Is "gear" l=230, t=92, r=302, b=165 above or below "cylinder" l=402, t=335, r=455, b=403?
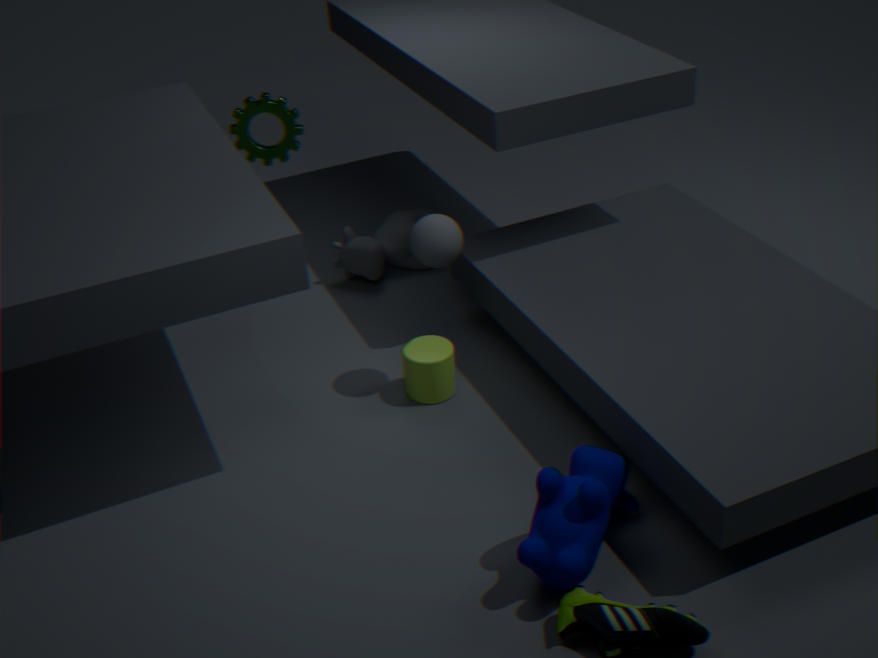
above
